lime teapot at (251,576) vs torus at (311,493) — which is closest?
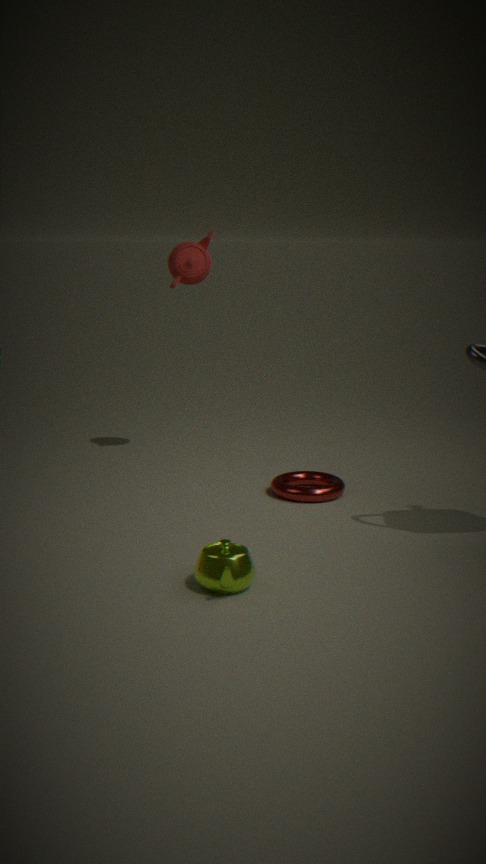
lime teapot at (251,576)
